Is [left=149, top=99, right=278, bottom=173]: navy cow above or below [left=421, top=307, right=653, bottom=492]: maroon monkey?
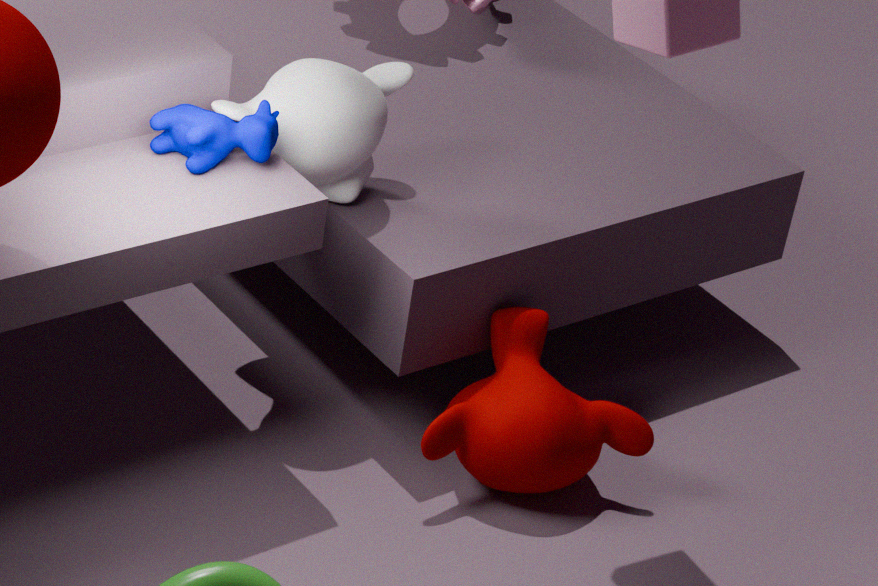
above
